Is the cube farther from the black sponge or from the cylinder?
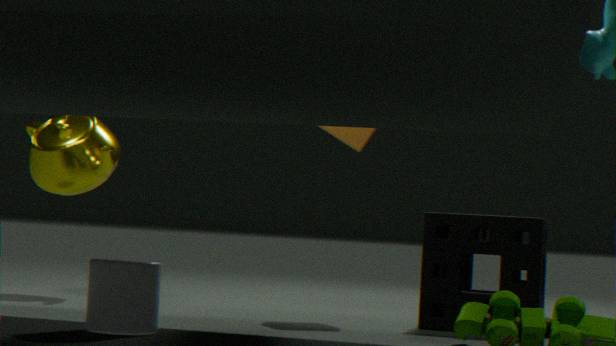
the cylinder
